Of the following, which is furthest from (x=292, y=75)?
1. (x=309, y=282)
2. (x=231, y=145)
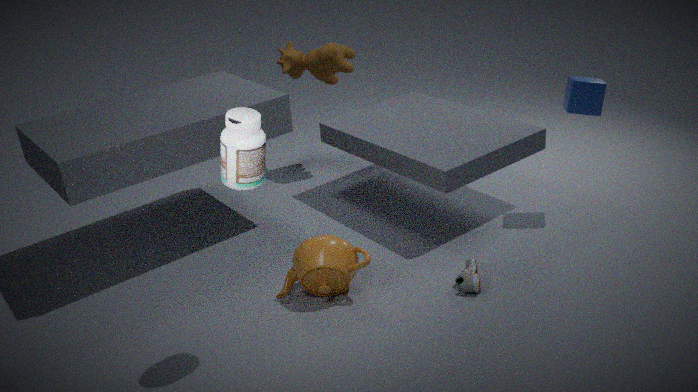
(x=231, y=145)
